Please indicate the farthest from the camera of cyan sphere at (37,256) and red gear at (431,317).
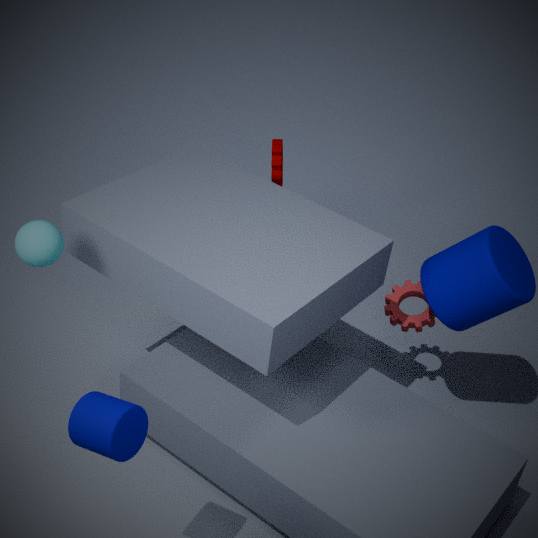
red gear at (431,317)
